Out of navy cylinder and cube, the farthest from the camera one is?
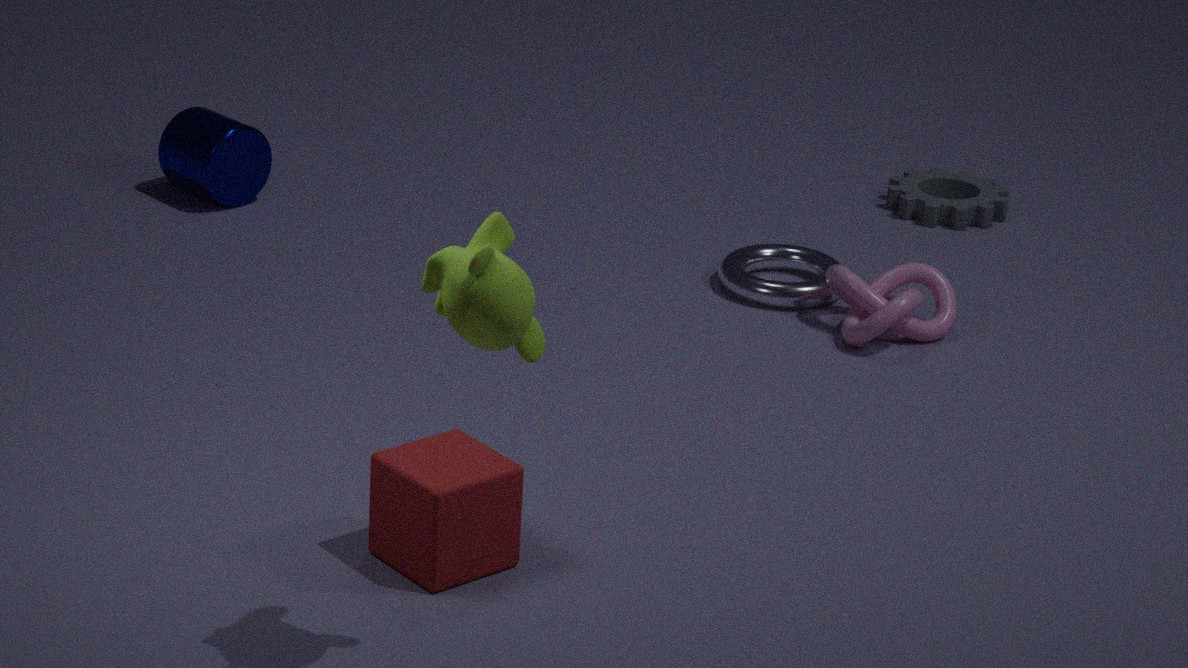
navy cylinder
